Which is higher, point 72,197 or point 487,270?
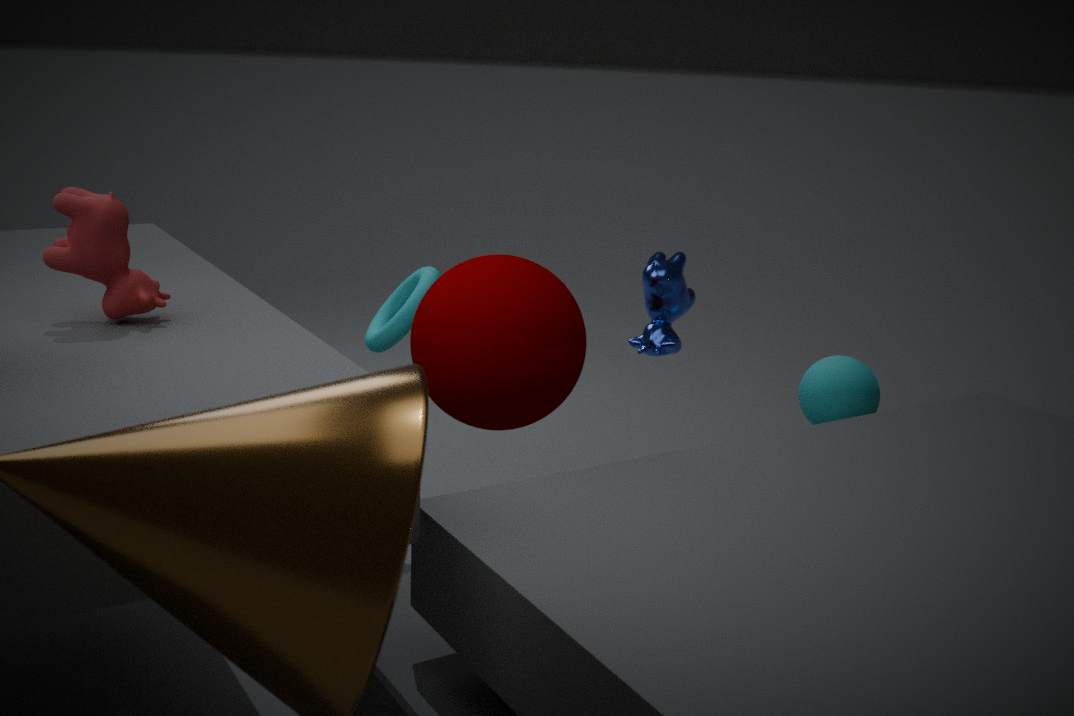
point 72,197
